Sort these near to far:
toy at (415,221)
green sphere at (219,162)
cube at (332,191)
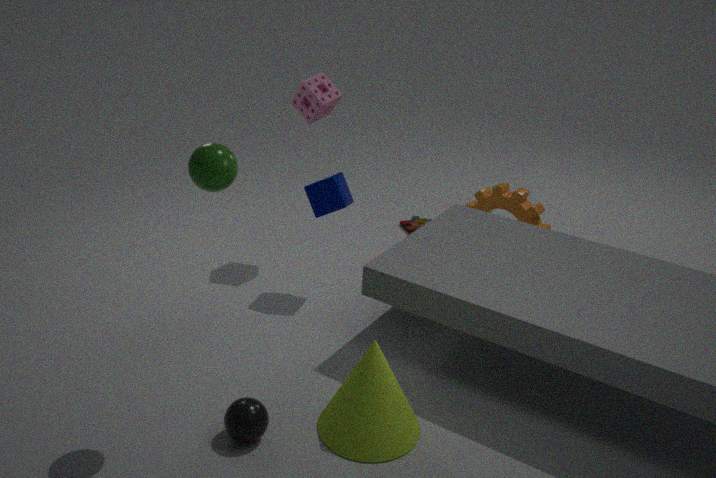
green sphere at (219,162), cube at (332,191), toy at (415,221)
